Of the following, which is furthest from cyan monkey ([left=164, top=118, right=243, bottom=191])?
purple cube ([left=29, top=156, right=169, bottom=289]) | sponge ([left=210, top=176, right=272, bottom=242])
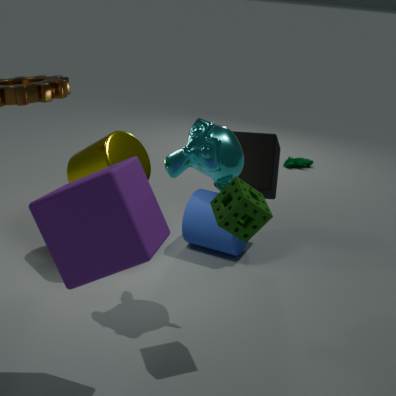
purple cube ([left=29, top=156, right=169, bottom=289])
